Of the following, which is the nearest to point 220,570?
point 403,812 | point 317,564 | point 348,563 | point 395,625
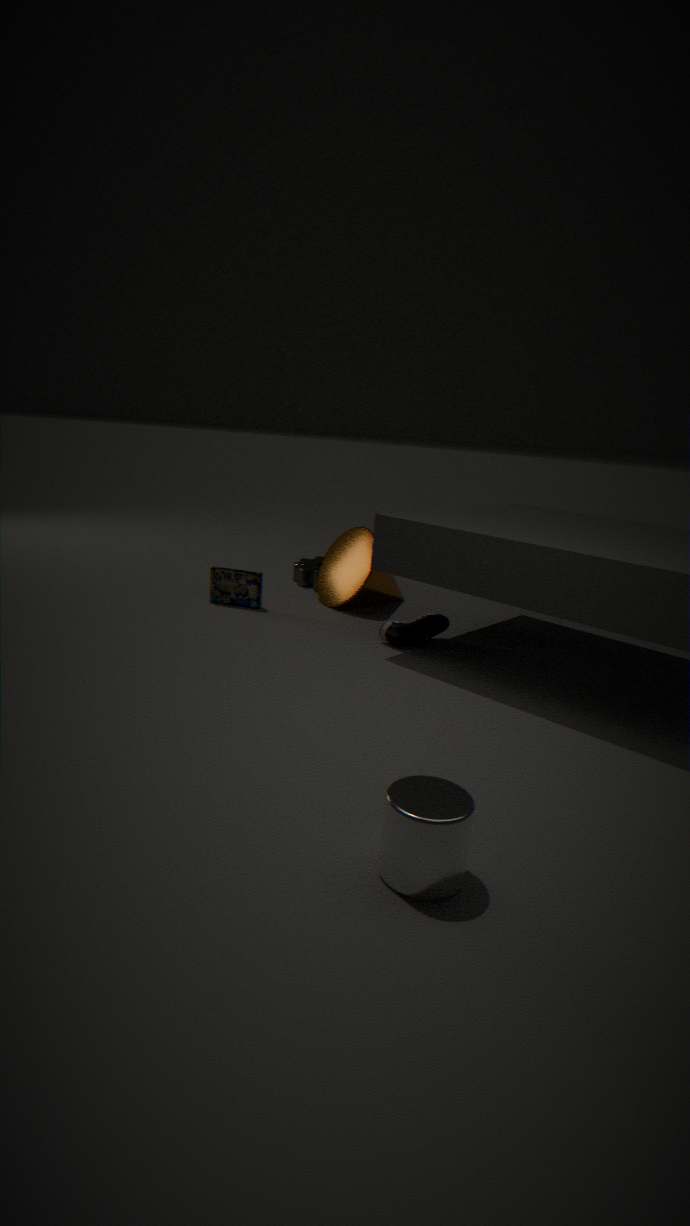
point 348,563
